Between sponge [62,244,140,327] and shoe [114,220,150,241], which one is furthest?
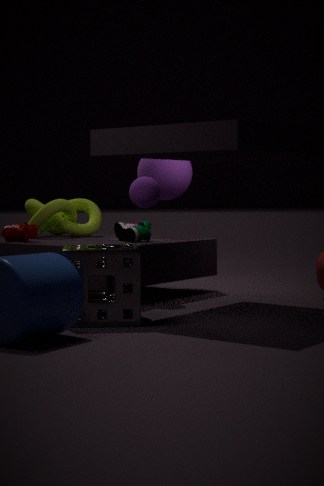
shoe [114,220,150,241]
